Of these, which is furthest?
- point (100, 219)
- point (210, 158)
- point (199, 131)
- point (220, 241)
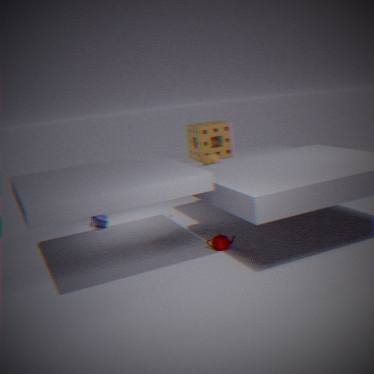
point (100, 219)
